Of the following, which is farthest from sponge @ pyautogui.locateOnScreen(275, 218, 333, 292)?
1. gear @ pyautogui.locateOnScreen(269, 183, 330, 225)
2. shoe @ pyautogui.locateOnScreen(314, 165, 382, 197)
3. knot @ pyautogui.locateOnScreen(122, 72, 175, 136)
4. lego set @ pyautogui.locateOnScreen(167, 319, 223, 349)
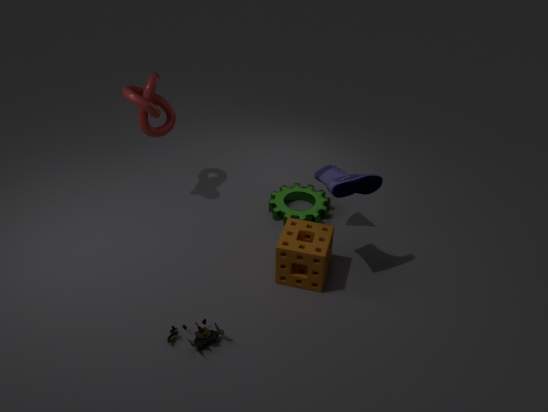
knot @ pyautogui.locateOnScreen(122, 72, 175, 136)
